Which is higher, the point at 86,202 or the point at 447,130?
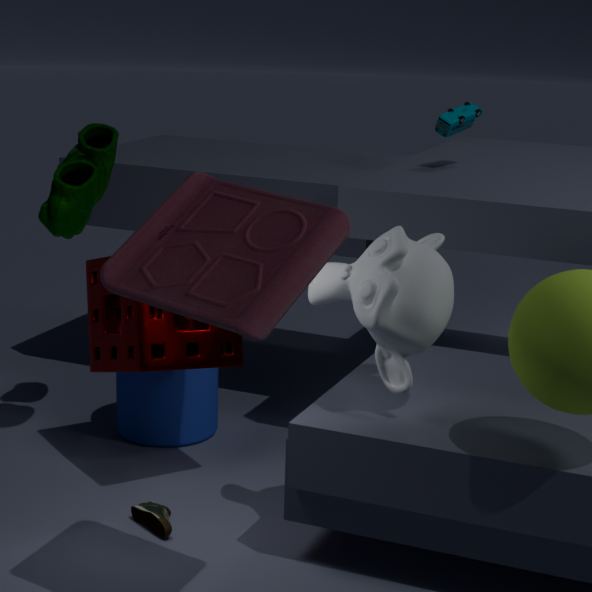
the point at 447,130
